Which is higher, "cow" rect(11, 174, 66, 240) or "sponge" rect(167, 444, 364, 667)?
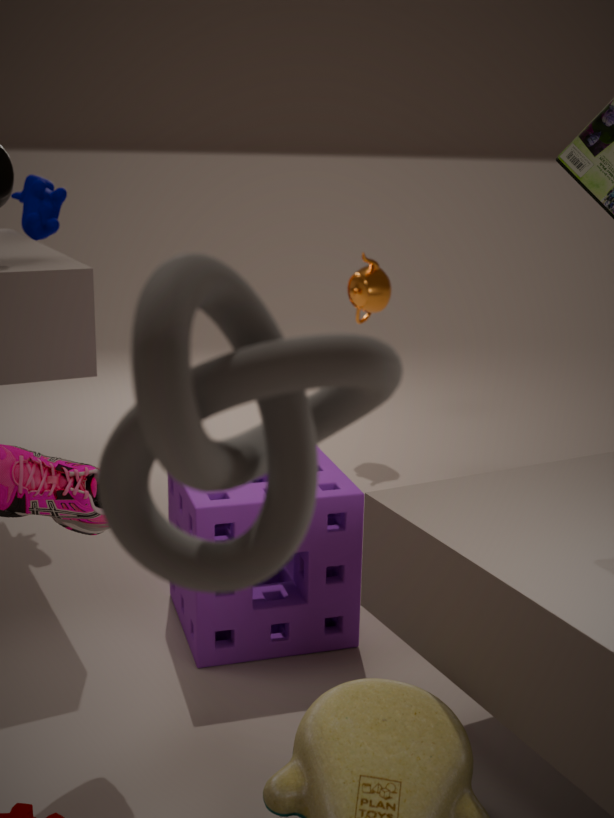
"cow" rect(11, 174, 66, 240)
